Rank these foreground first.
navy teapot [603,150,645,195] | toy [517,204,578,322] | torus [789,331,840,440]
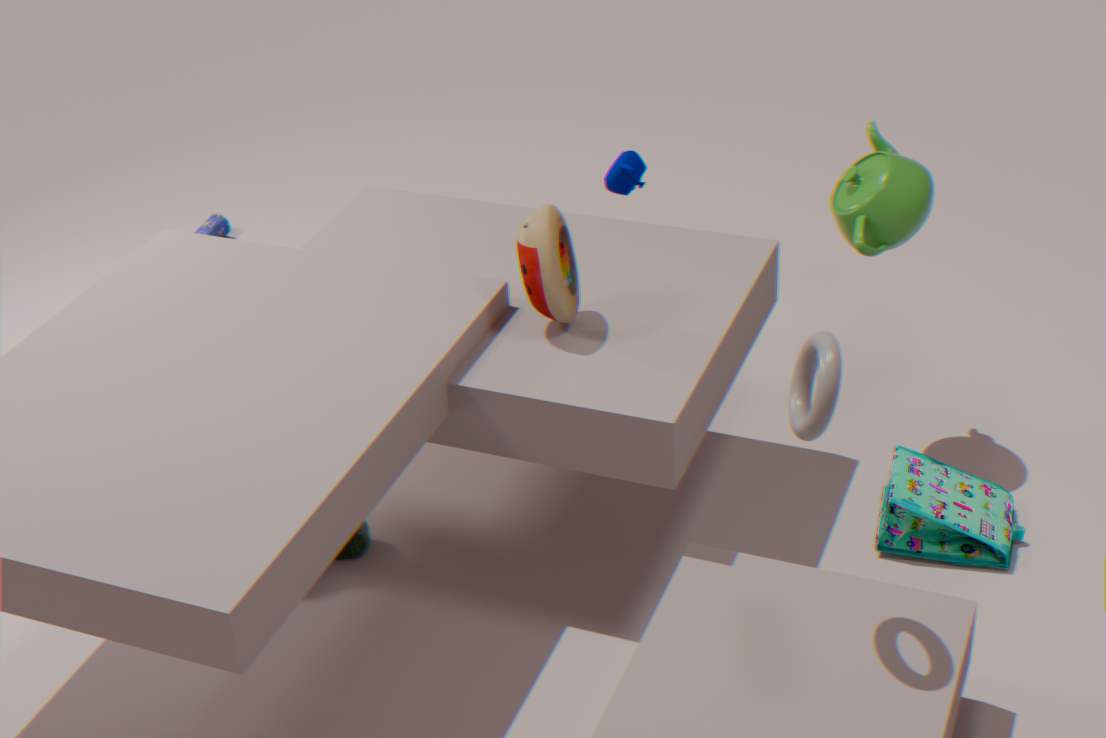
torus [789,331,840,440] < toy [517,204,578,322] < navy teapot [603,150,645,195]
